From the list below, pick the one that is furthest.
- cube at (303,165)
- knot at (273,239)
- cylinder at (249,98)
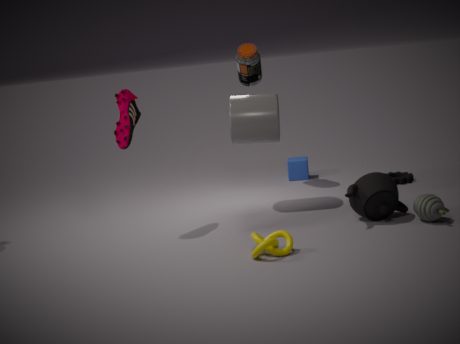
cube at (303,165)
